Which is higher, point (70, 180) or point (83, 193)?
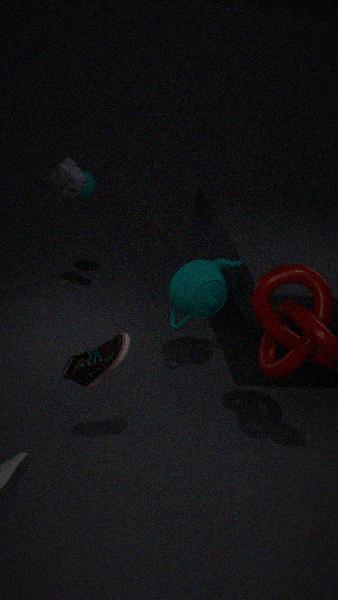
point (70, 180)
